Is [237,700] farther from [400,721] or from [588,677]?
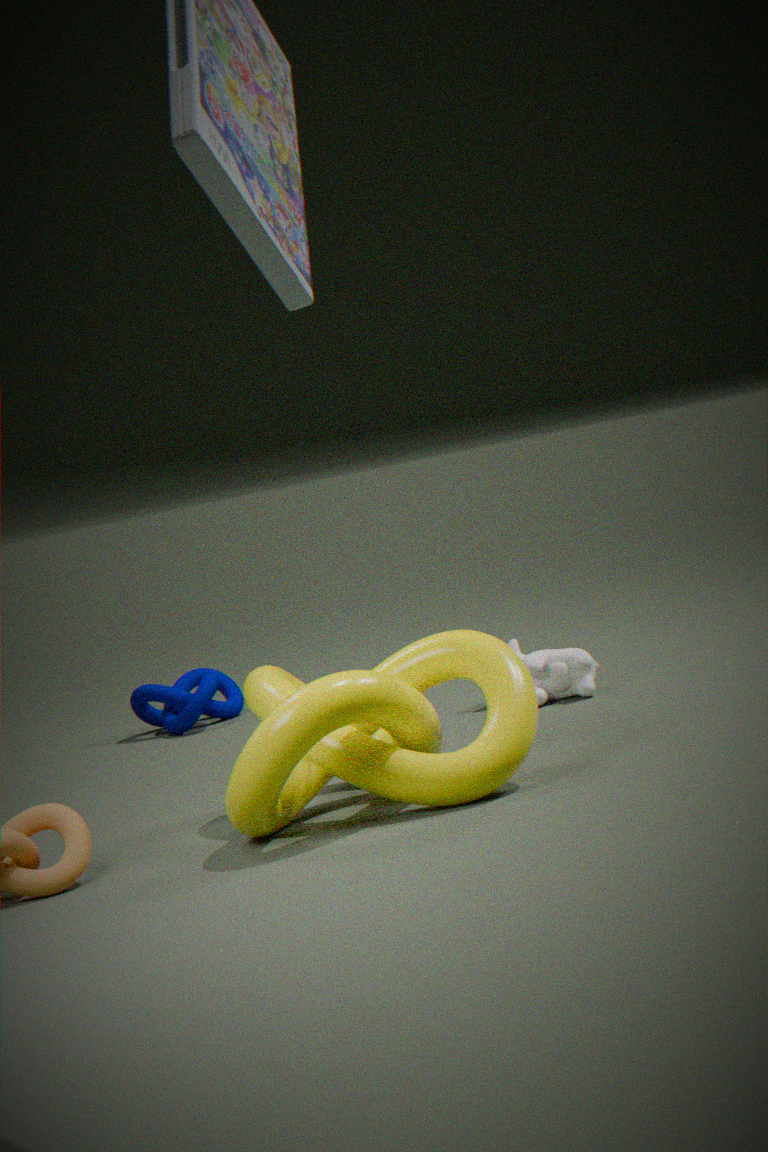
[400,721]
